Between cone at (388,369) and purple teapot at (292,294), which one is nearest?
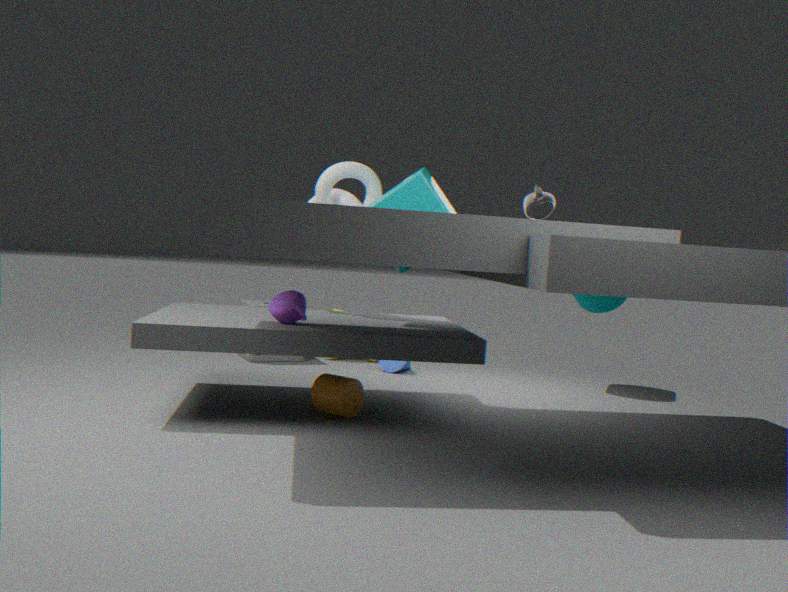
purple teapot at (292,294)
